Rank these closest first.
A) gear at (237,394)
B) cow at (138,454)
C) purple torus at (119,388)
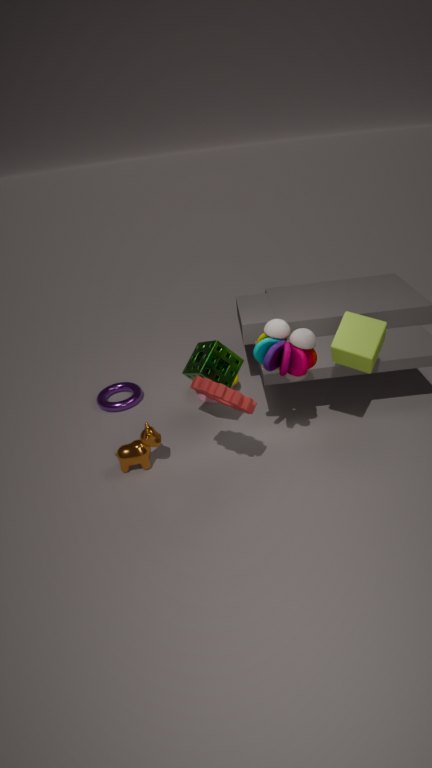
gear at (237,394) → cow at (138,454) → purple torus at (119,388)
